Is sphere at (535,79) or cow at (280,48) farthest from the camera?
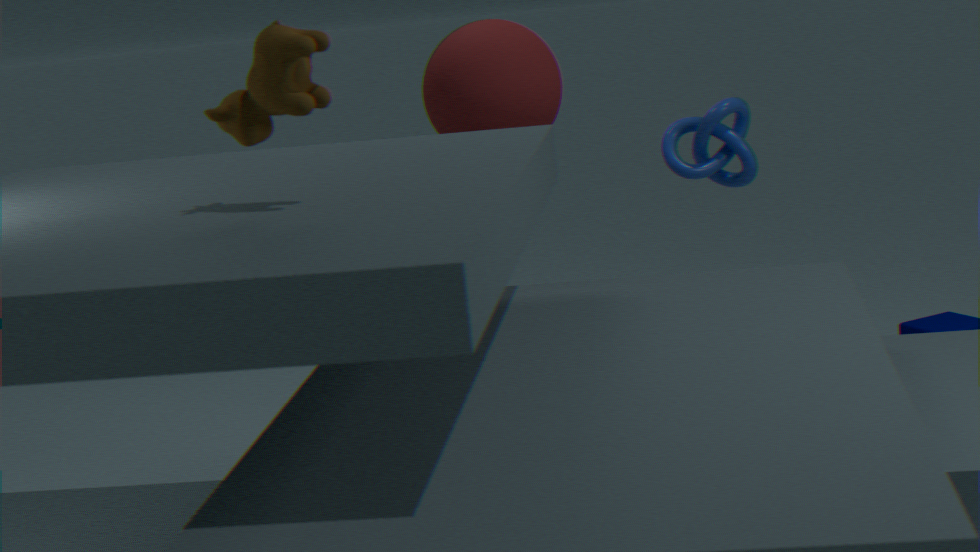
sphere at (535,79)
